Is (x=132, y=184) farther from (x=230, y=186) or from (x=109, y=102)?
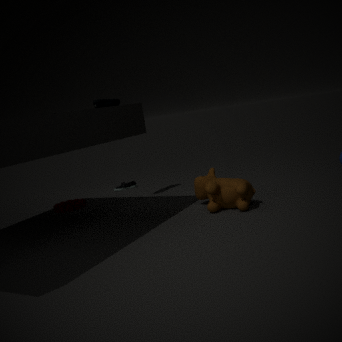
(x=230, y=186)
